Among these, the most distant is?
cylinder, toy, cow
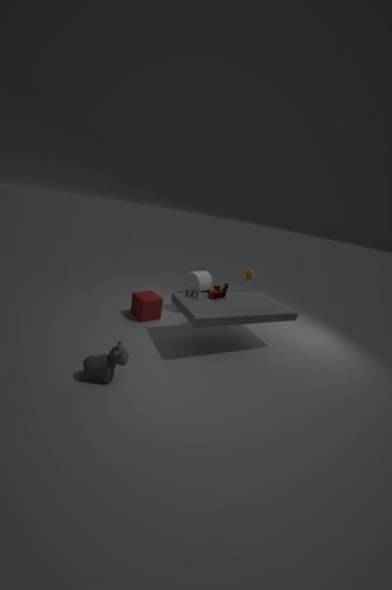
cylinder
